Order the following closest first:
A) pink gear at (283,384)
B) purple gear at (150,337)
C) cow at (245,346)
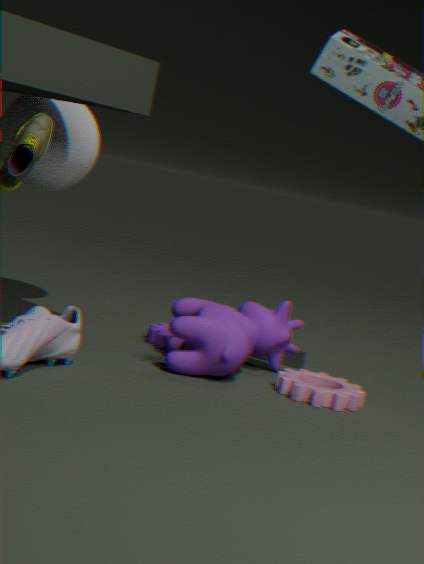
1. pink gear at (283,384)
2. cow at (245,346)
3. purple gear at (150,337)
